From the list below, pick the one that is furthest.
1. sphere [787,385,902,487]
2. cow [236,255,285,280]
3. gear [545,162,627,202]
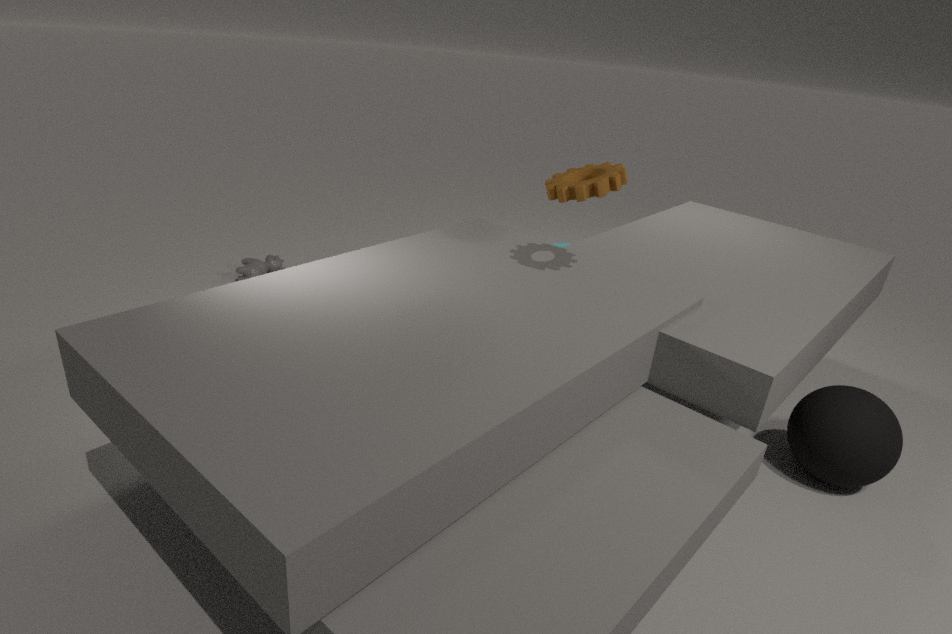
cow [236,255,285,280]
